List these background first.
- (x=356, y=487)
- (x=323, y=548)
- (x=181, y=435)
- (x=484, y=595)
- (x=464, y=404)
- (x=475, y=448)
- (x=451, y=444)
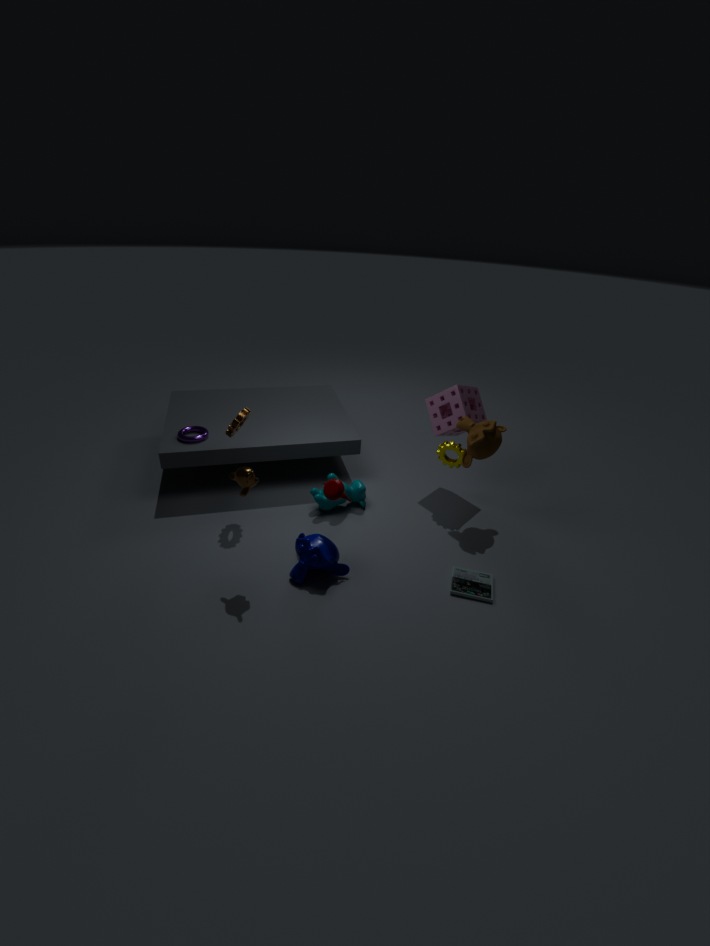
(x=356, y=487), (x=181, y=435), (x=464, y=404), (x=451, y=444), (x=475, y=448), (x=323, y=548), (x=484, y=595)
